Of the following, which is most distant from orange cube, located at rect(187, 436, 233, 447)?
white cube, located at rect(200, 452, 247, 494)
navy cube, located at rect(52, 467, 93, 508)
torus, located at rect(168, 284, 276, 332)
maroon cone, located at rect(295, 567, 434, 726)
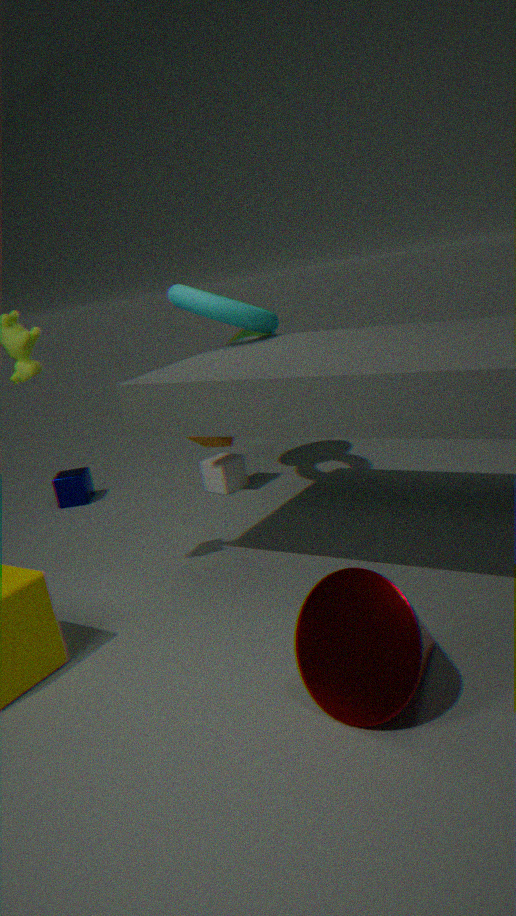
maroon cone, located at rect(295, 567, 434, 726)
